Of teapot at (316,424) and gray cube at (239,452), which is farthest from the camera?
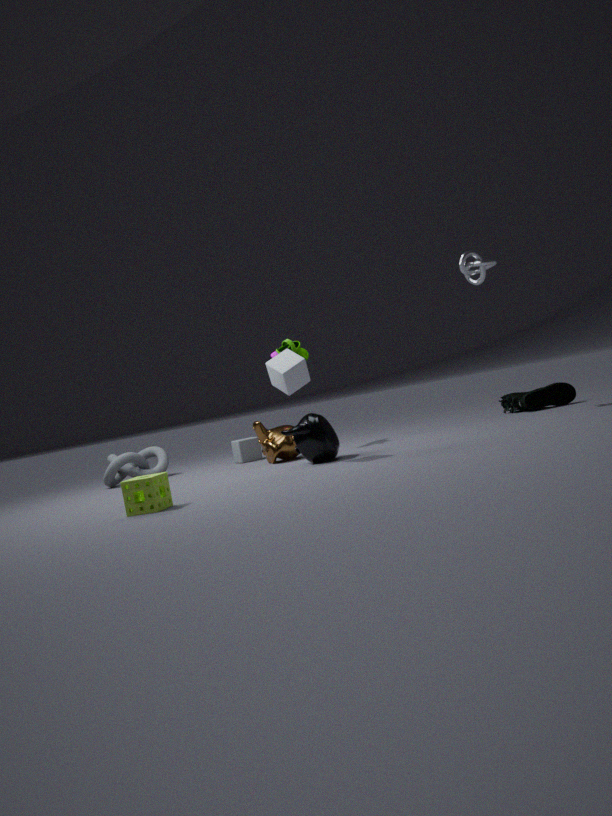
gray cube at (239,452)
